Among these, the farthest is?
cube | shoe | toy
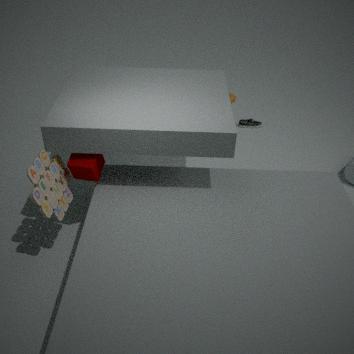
shoe
